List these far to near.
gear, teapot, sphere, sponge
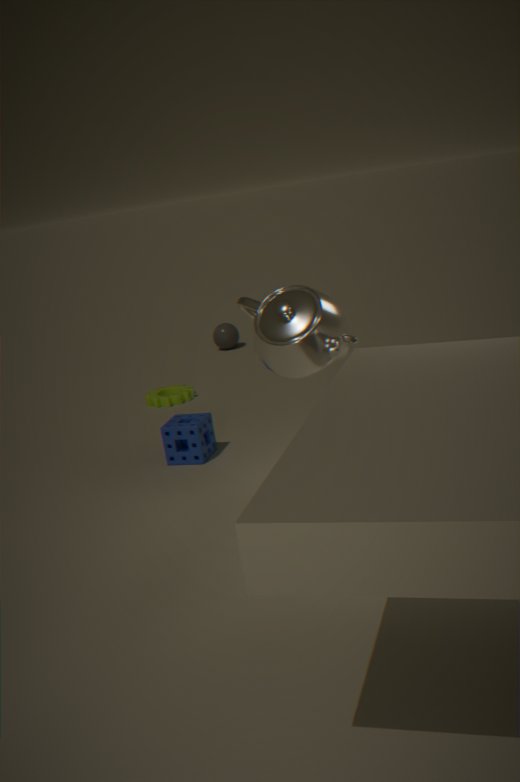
sphere → gear → sponge → teapot
